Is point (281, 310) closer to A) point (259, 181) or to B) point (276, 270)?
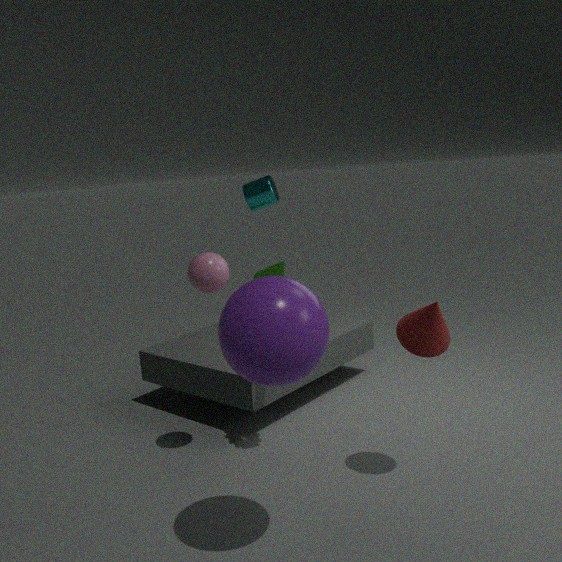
B) point (276, 270)
